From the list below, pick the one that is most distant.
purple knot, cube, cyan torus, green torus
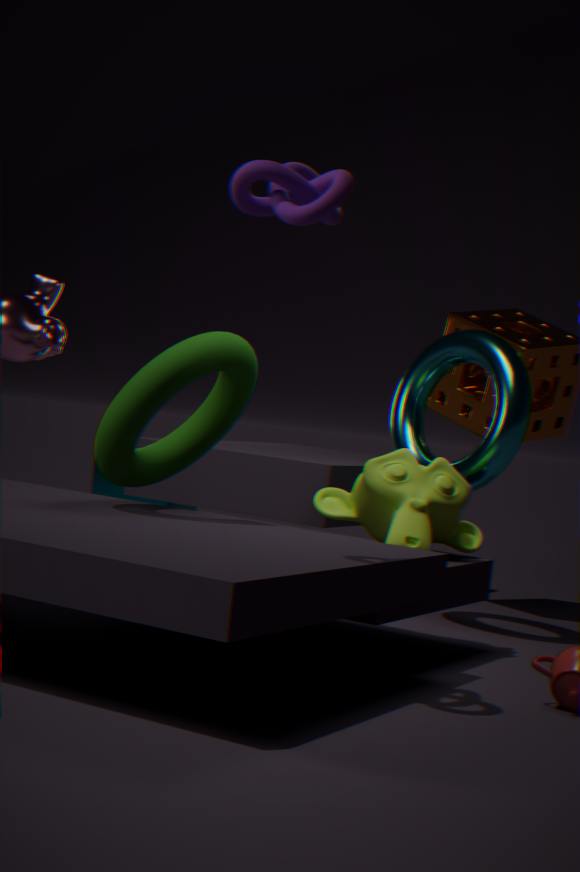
cube
